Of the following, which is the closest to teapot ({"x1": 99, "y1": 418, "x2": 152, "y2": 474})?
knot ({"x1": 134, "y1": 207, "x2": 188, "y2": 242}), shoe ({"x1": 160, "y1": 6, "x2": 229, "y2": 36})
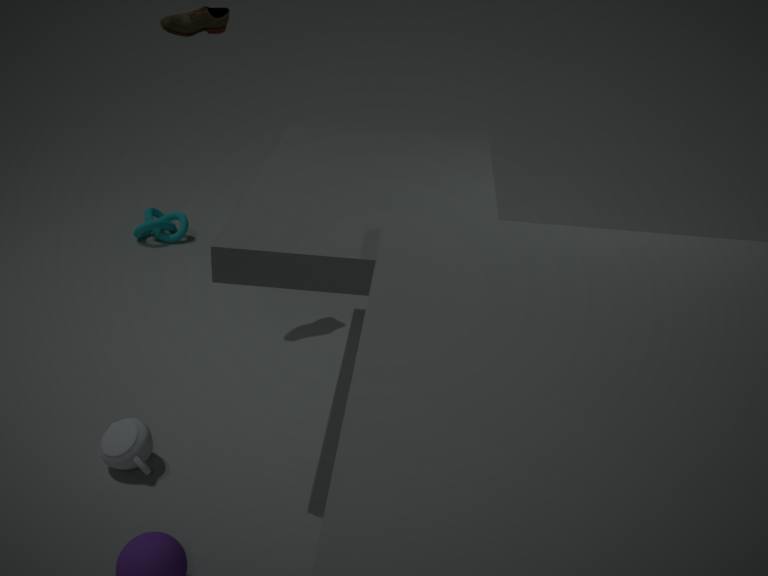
shoe ({"x1": 160, "y1": 6, "x2": 229, "y2": 36})
